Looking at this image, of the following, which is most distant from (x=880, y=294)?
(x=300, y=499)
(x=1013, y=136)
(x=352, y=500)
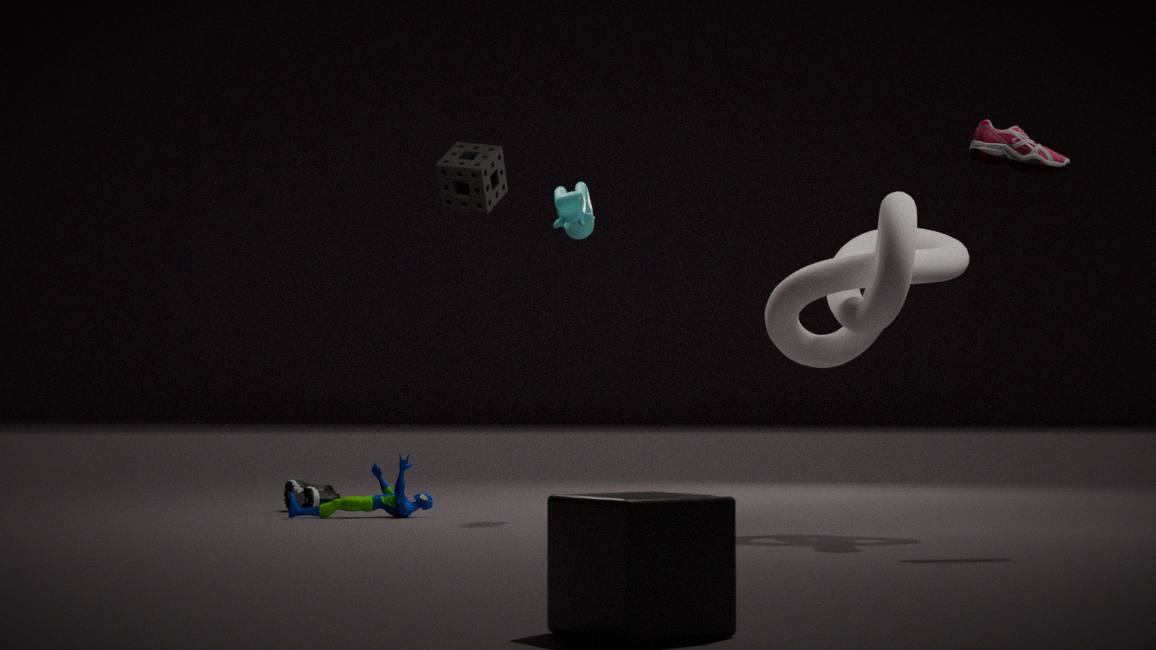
(x=300, y=499)
